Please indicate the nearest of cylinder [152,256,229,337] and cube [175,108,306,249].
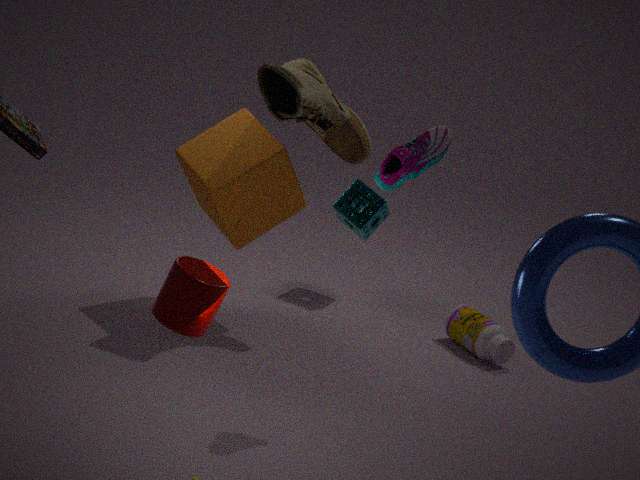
cylinder [152,256,229,337]
